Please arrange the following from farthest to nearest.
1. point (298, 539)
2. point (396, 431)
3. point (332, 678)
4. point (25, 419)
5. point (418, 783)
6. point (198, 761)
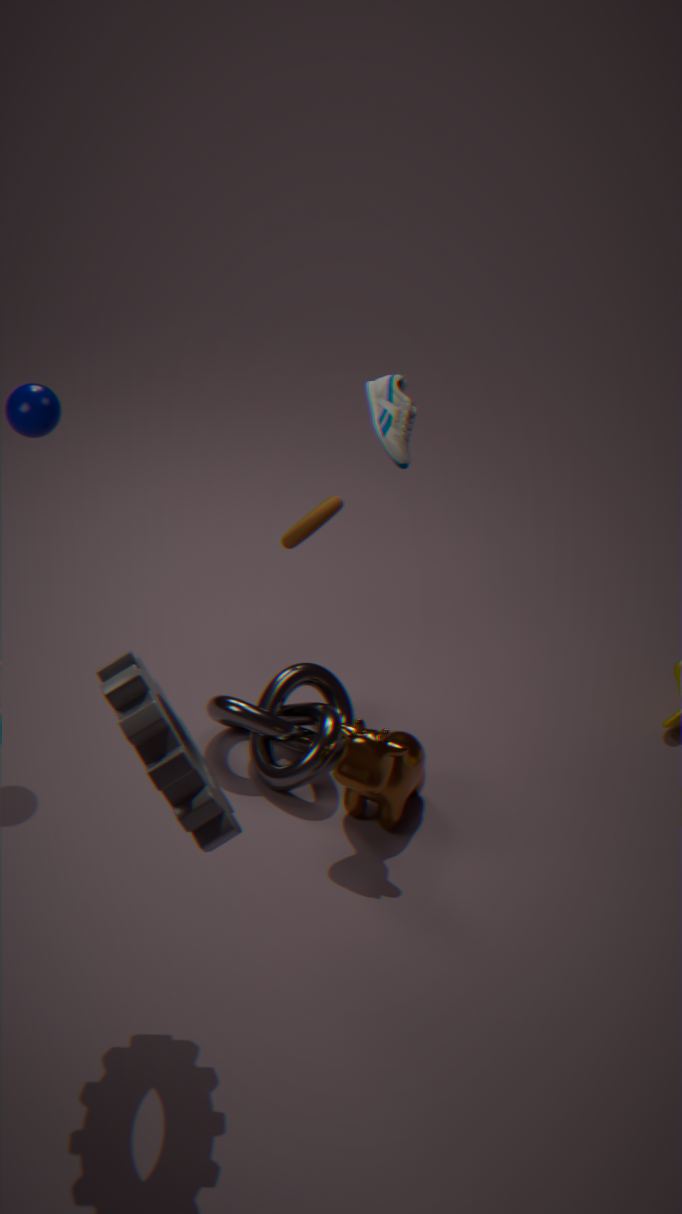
point (332, 678)
point (298, 539)
point (396, 431)
point (418, 783)
point (25, 419)
point (198, 761)
